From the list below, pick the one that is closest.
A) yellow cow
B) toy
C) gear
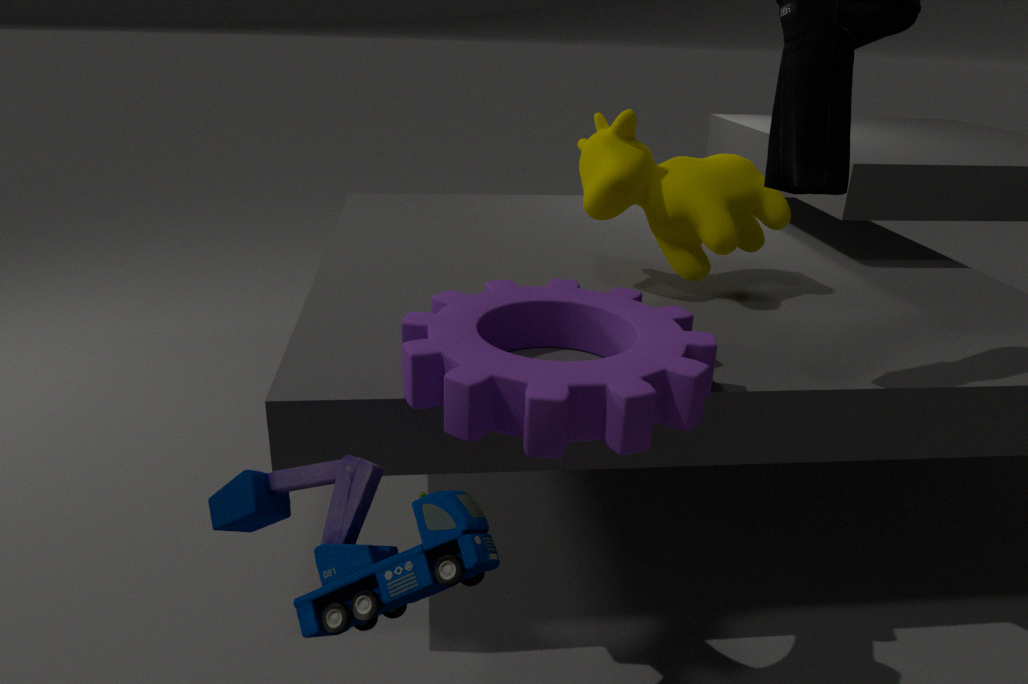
toy
